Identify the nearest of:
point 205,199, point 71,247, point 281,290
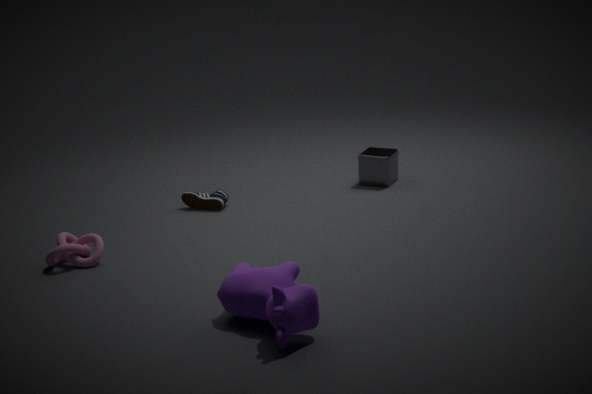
point 281,290
